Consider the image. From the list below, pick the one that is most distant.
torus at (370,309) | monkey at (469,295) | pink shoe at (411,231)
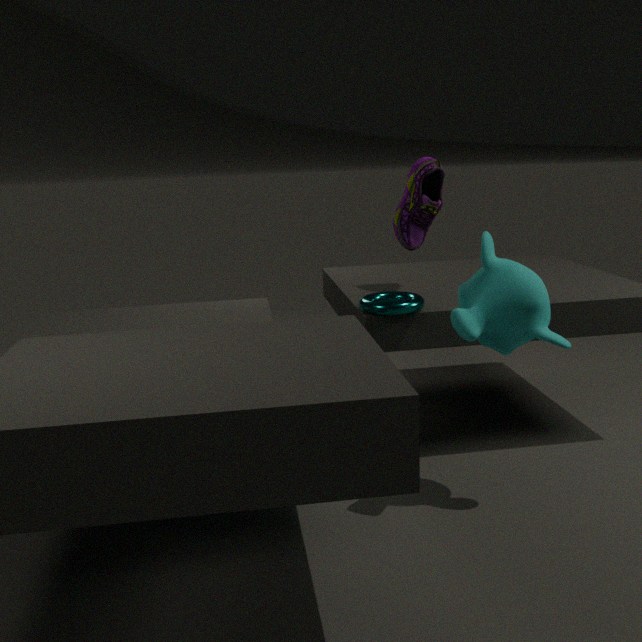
pink shoe at (411,231)
